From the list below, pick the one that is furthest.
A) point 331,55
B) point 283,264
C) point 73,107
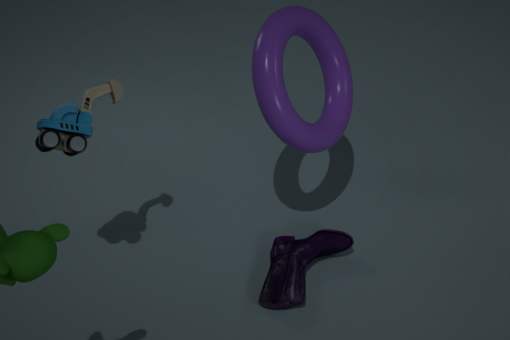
point 331,55
